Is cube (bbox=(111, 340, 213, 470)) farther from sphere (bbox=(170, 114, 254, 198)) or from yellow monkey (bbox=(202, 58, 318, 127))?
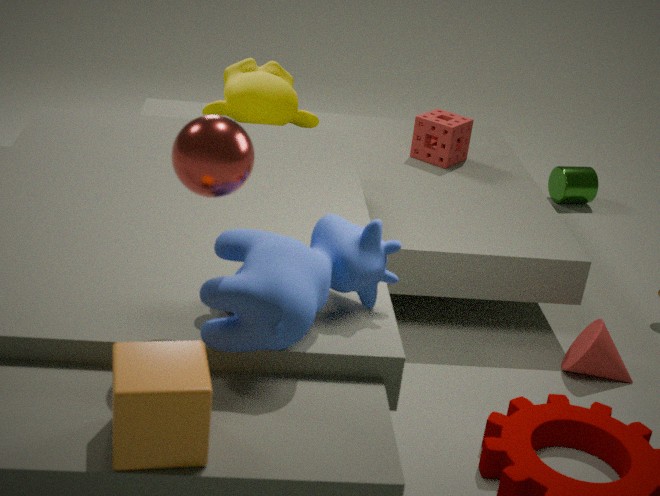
yellow monkey (bbox=(202, 58, 318, 127))
